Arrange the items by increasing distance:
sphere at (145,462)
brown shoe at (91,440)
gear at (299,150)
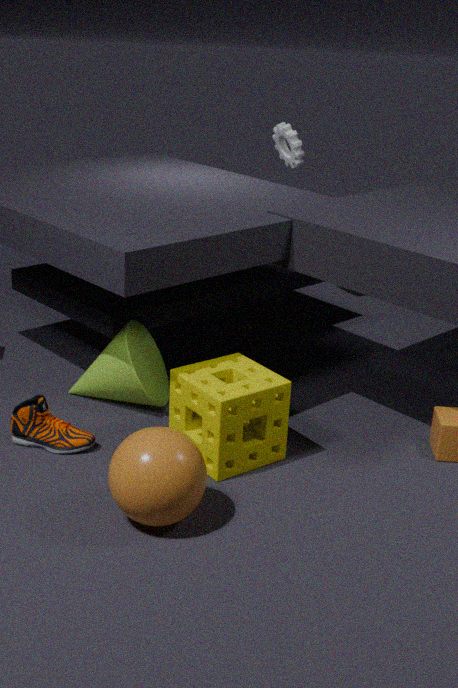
sphere at (145,462), brown shoe at (91,440), gear at (299,150)
